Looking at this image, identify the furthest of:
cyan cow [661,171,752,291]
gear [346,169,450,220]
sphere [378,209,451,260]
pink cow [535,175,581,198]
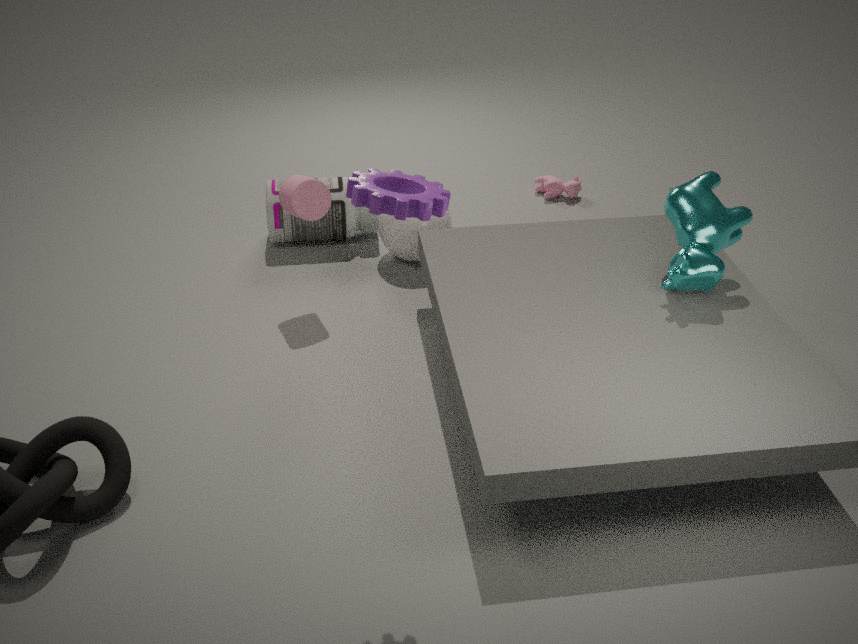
pink cow [535,175,581,198]
